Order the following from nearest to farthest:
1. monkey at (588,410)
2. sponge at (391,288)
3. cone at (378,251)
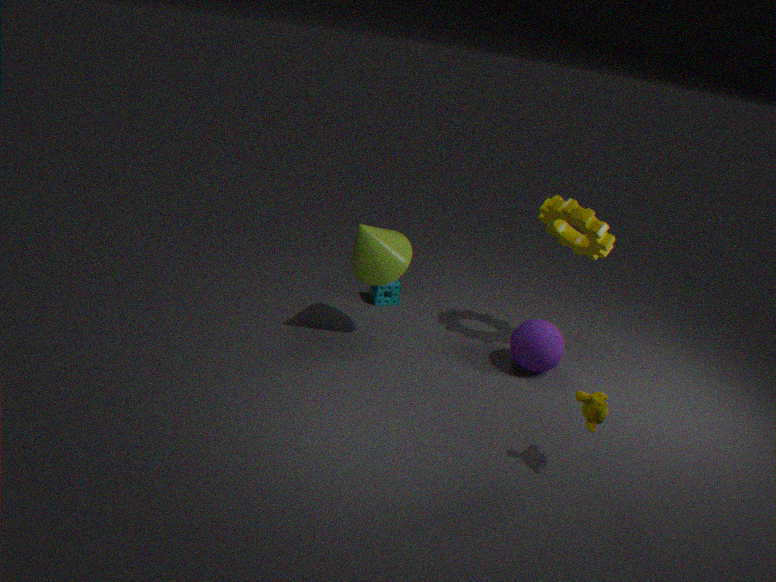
monkey at (588,410) → cone at (378,251) → sponge at (391,288)
